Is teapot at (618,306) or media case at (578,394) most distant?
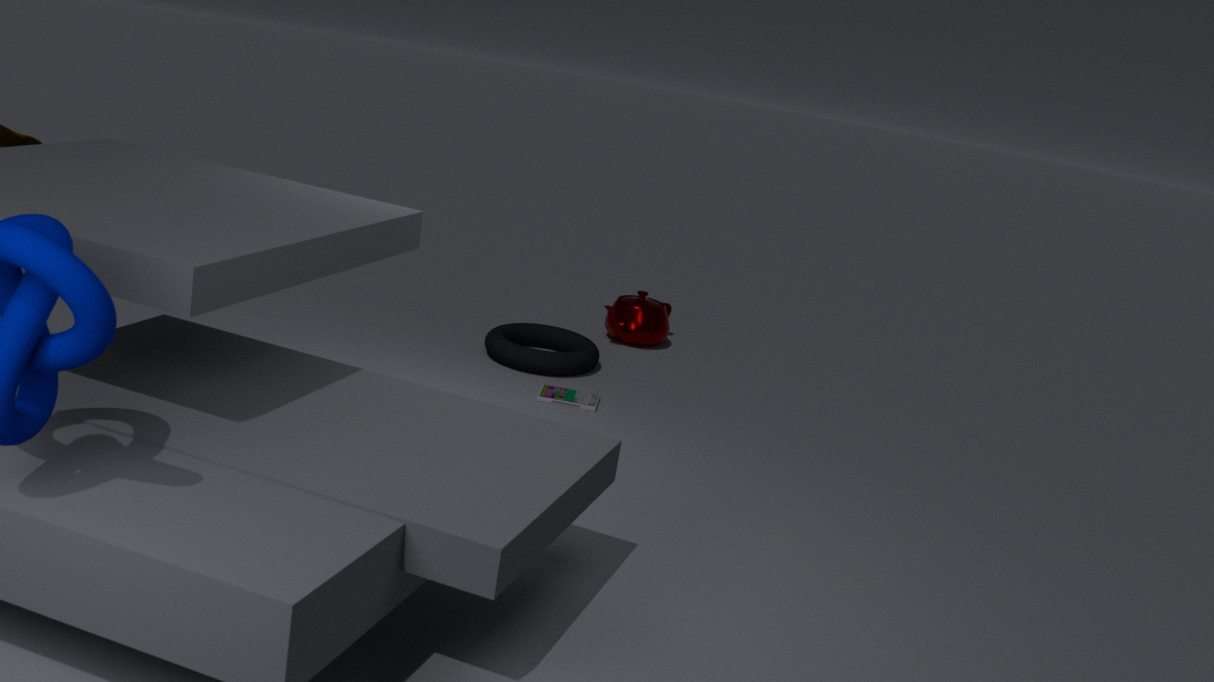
teapot at (618,306)
